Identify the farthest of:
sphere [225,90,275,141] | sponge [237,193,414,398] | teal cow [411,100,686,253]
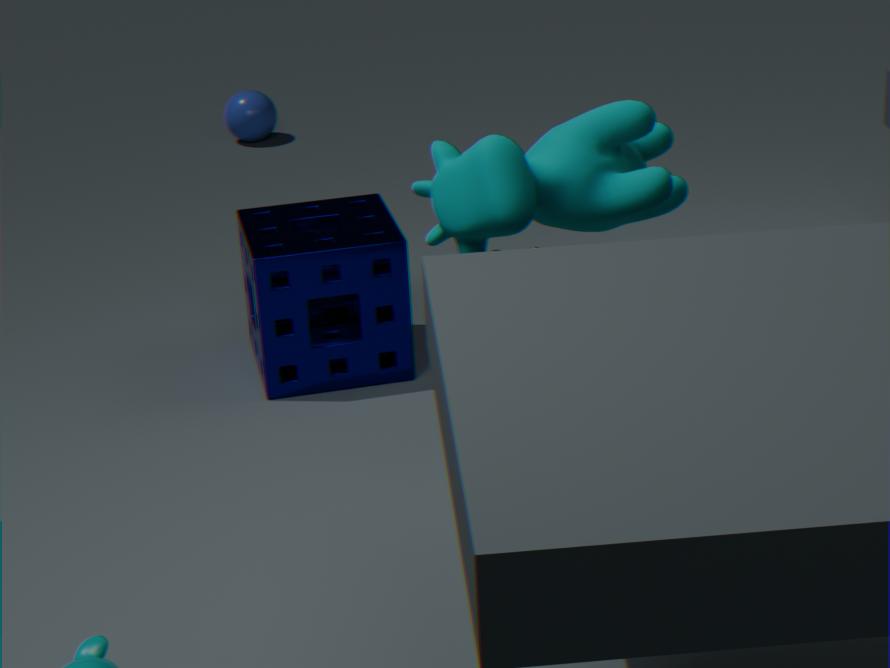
sphere [225,90,275,141]
